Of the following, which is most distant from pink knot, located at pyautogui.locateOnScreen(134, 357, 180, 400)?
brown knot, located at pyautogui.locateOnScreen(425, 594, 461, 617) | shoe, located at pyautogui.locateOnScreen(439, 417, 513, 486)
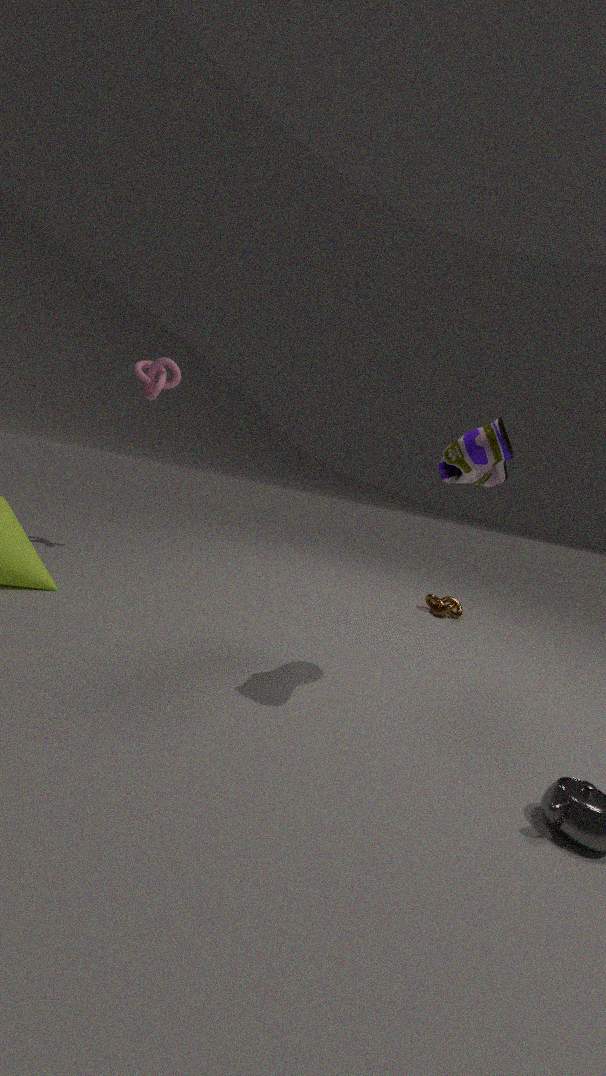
brown knot, located at pyautogui.locateOnScreen(425, 594, 461, 617)
